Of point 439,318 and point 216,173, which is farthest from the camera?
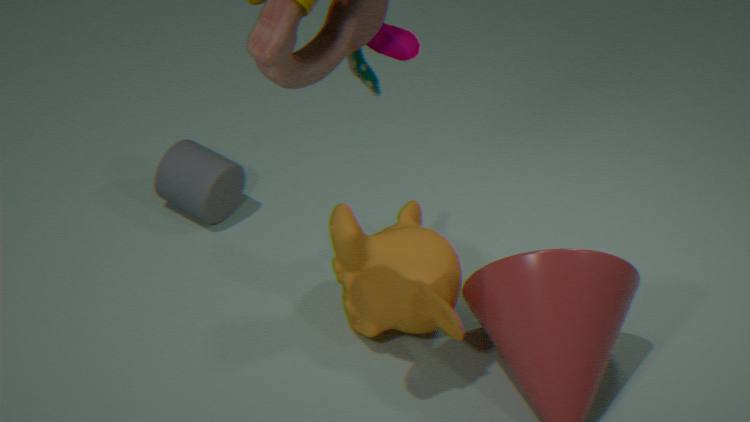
point 216,173
